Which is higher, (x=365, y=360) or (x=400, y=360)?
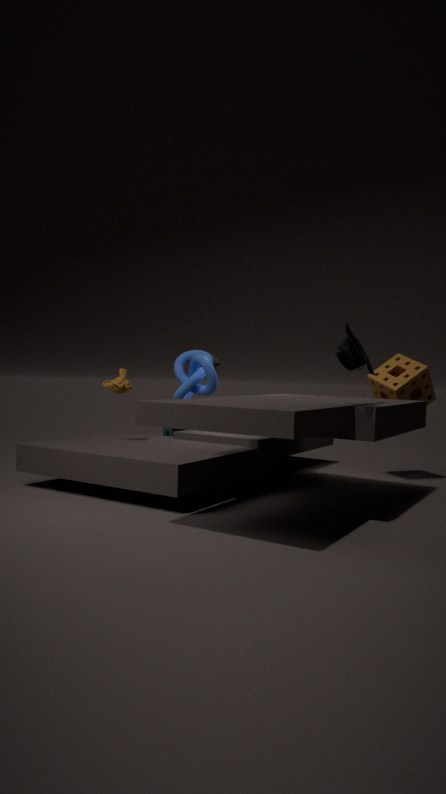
(x=365, y=360)
